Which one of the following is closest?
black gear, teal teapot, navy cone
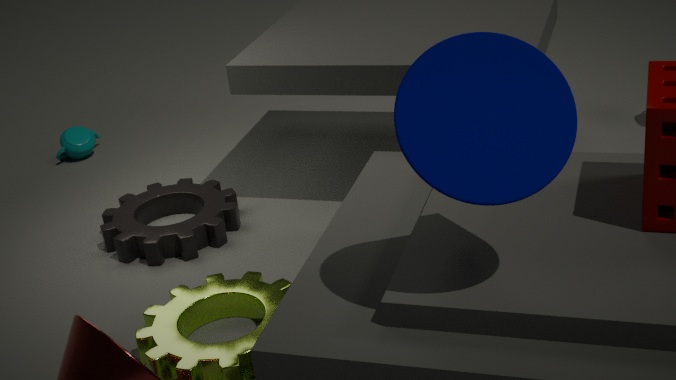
navy cone
